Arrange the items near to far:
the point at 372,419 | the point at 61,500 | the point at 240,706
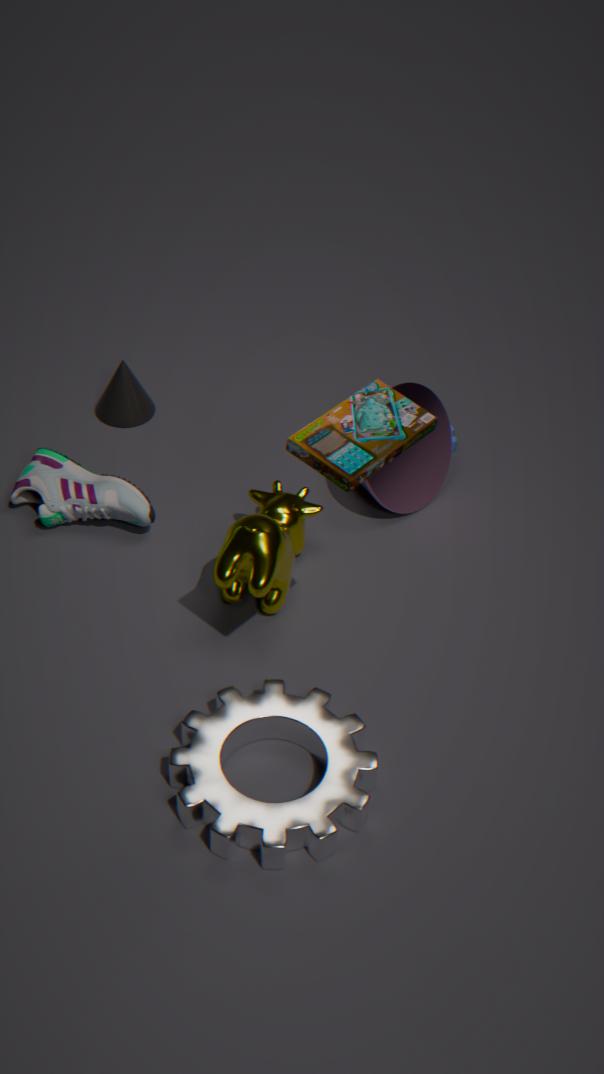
the point at 372,419 < the point at 240,706 < the point at 61,500
